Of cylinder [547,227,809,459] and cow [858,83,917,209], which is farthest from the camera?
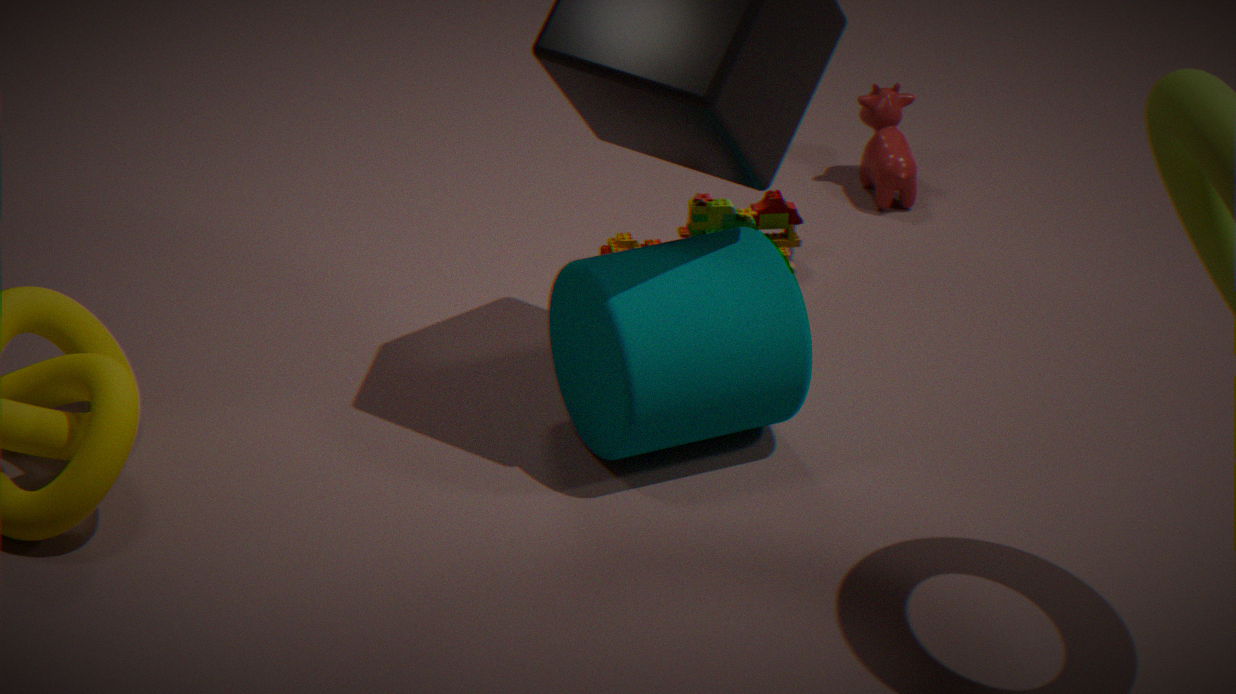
cow [858,83,917,209]
